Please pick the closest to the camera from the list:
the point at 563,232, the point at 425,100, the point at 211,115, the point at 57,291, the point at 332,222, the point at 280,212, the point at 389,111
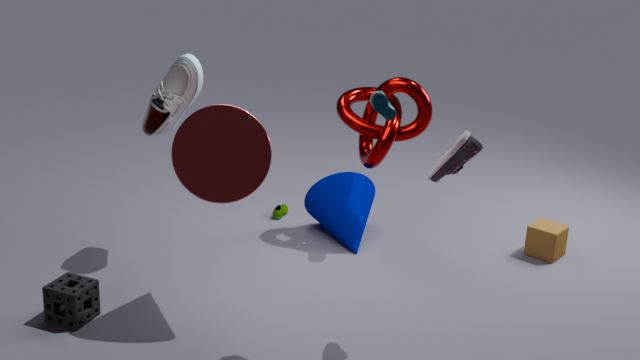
the point at 389,111
